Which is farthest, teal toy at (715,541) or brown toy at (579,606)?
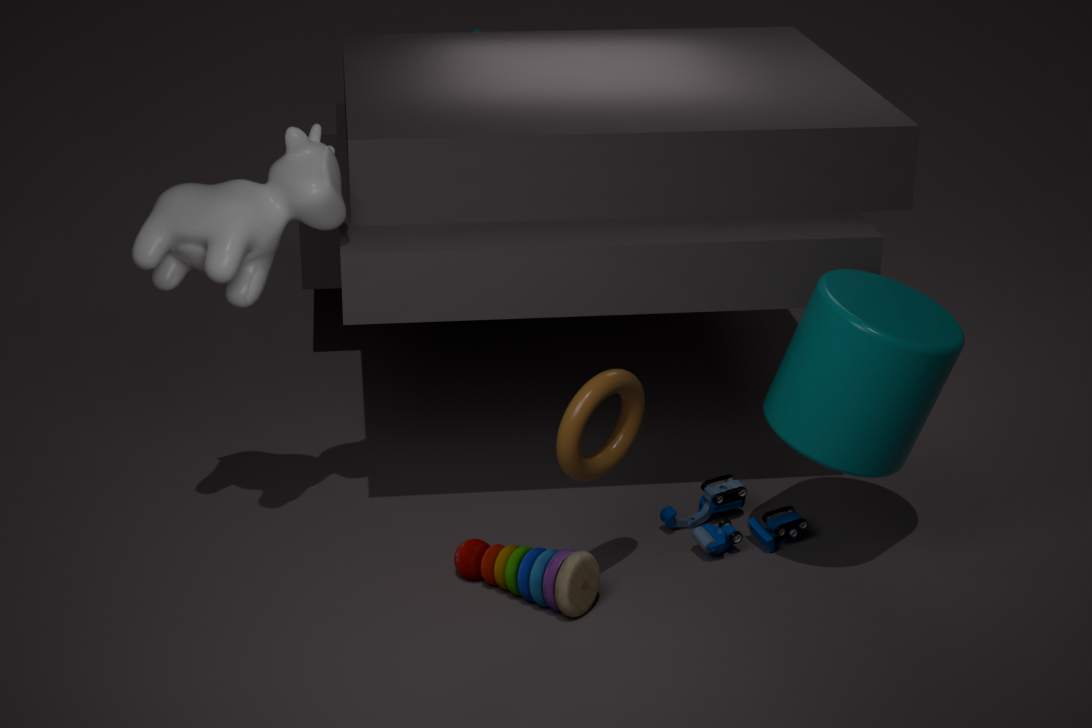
teal toy at (715,541)
